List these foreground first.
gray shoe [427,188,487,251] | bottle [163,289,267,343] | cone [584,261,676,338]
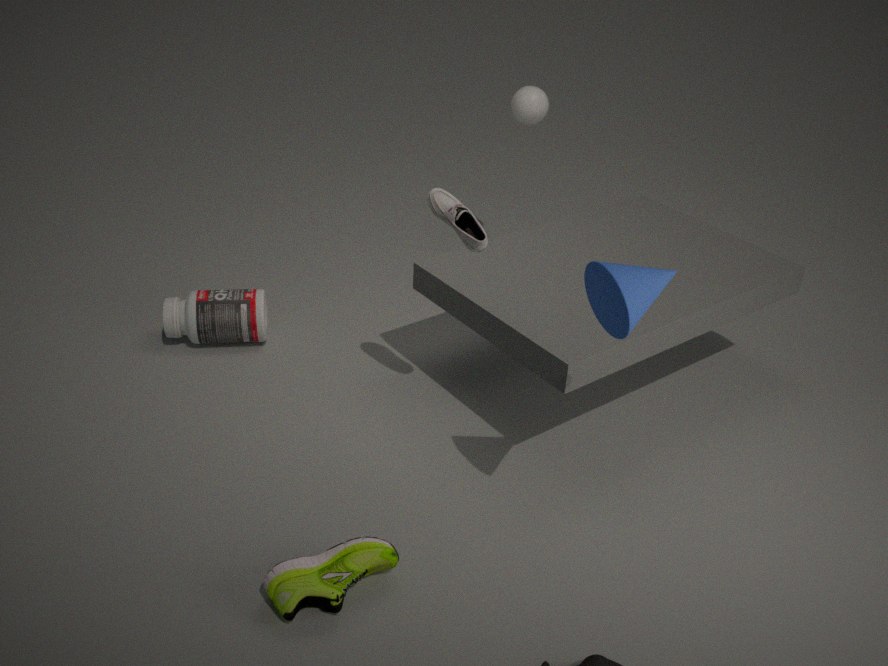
1. cone [584,261,676,338]
2. gray shoe [427,188,487,251]
3. bottle [163,289,267,343]
